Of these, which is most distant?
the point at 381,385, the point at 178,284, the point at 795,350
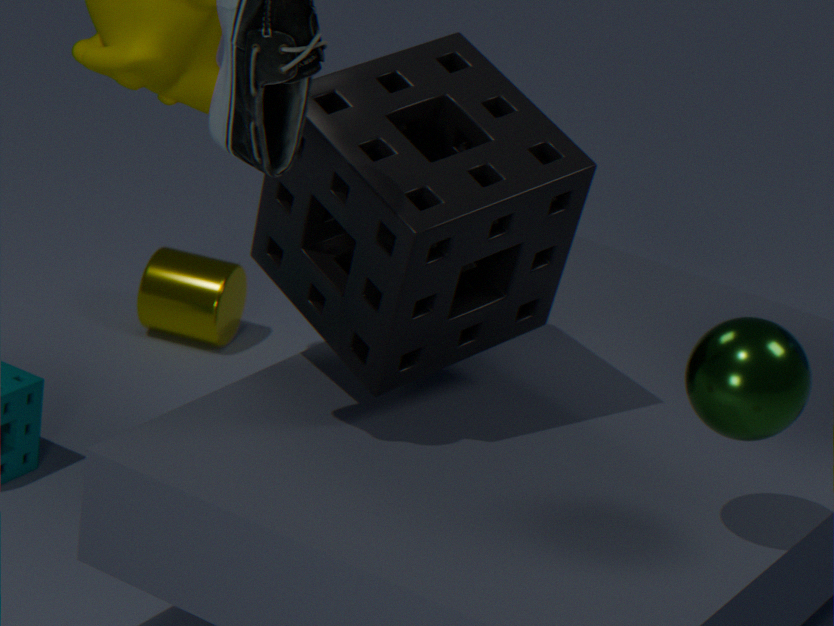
the point at 178,284
